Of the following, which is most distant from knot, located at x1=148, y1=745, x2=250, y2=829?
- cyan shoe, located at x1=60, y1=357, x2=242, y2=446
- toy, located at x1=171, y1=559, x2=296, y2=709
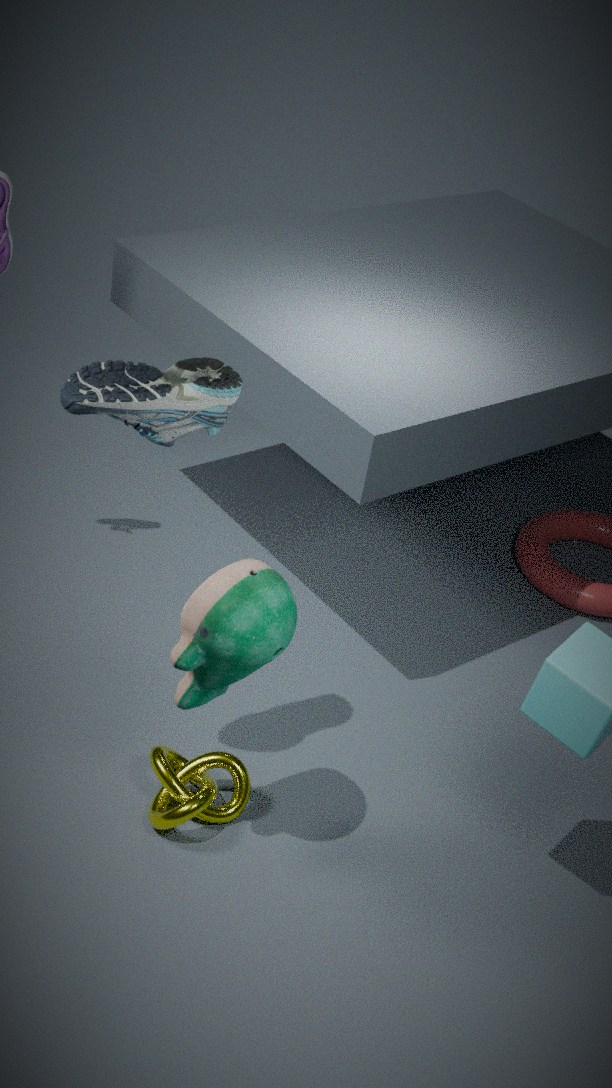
cyan shoe, located at x1=60, y1=357, x2=242, y2=446
